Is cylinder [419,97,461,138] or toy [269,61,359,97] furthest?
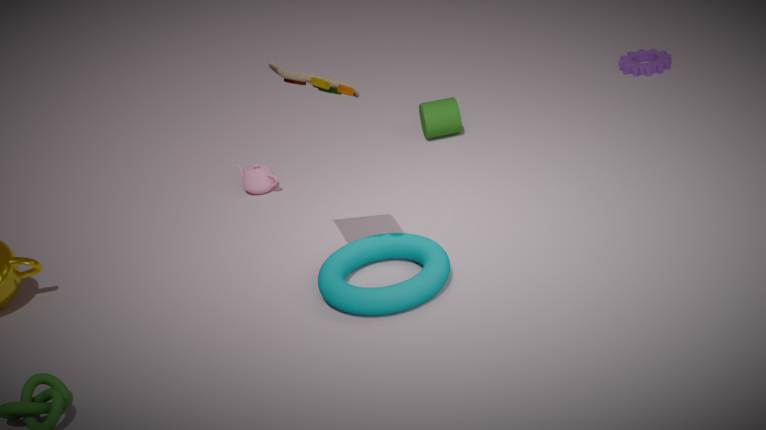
cylinder [419,97,461,138]
